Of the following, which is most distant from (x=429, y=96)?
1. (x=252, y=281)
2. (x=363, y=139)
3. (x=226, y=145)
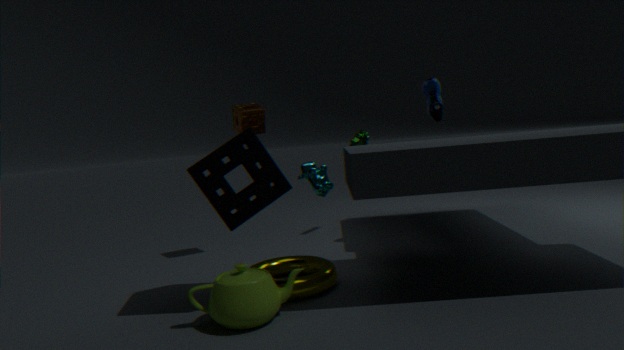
(x=252, y=281)
